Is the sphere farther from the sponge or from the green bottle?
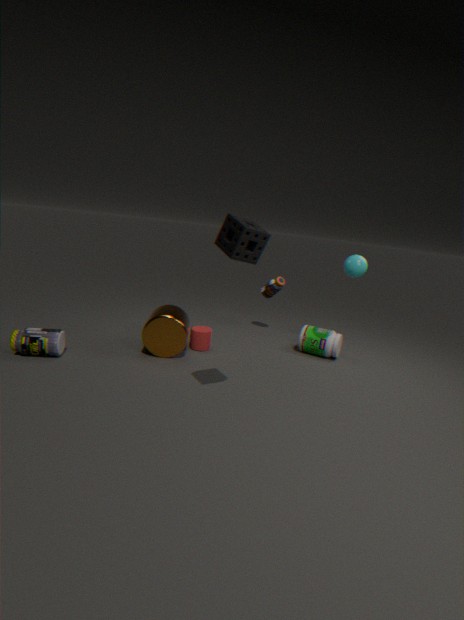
the sponge
